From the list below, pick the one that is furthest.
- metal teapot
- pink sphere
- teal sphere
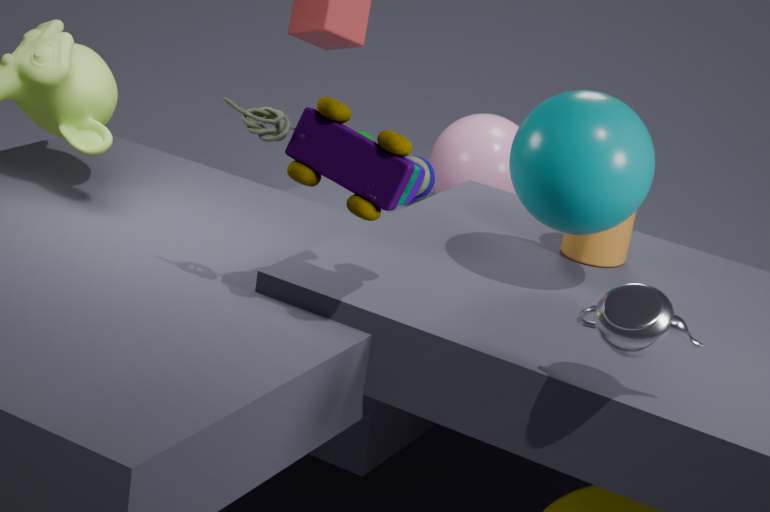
pink sphere
